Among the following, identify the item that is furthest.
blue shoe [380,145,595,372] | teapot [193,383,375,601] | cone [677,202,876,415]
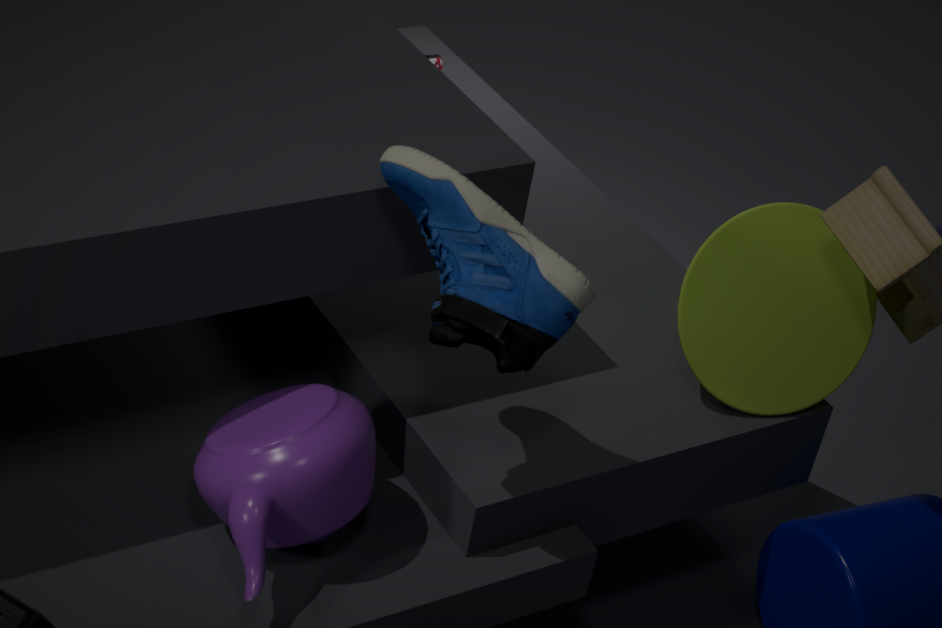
cone [677,202,876,415]
